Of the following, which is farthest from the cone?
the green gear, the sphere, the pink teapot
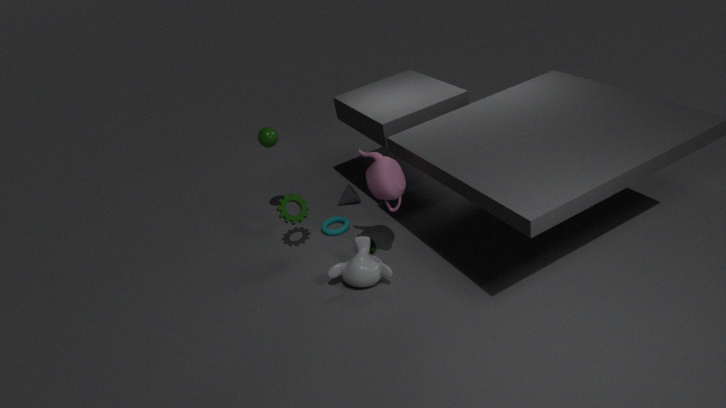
the pink teapot
